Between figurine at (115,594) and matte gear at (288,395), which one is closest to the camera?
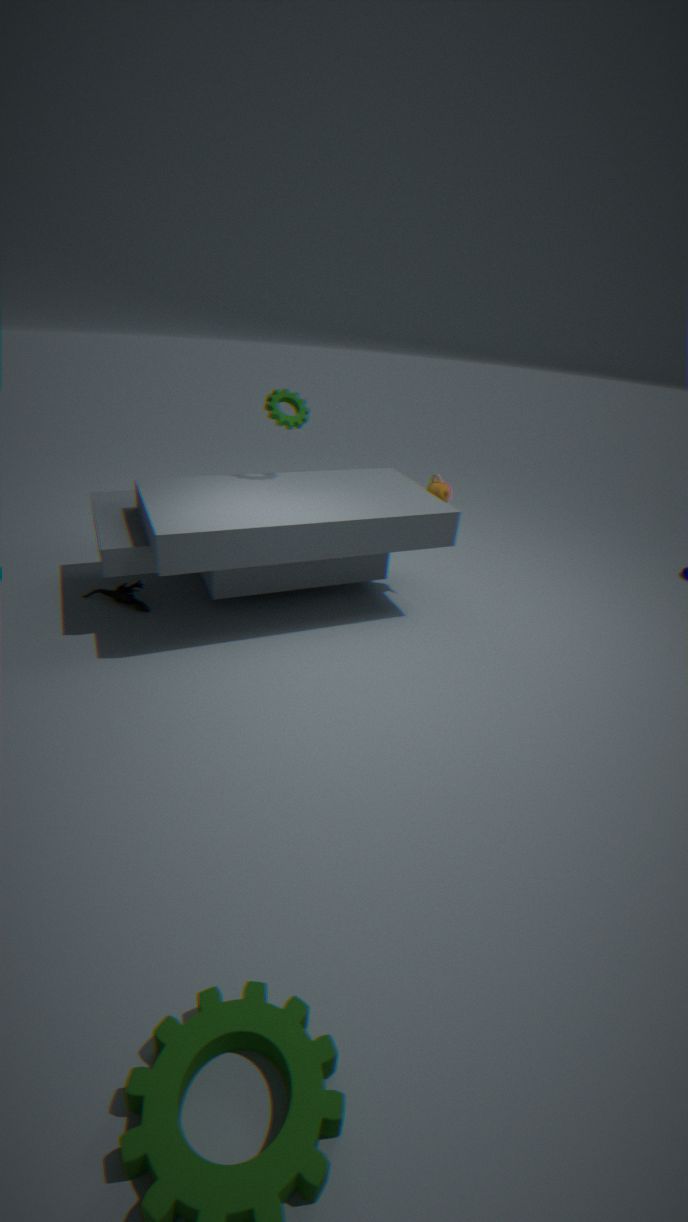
figurine at (115,594)
